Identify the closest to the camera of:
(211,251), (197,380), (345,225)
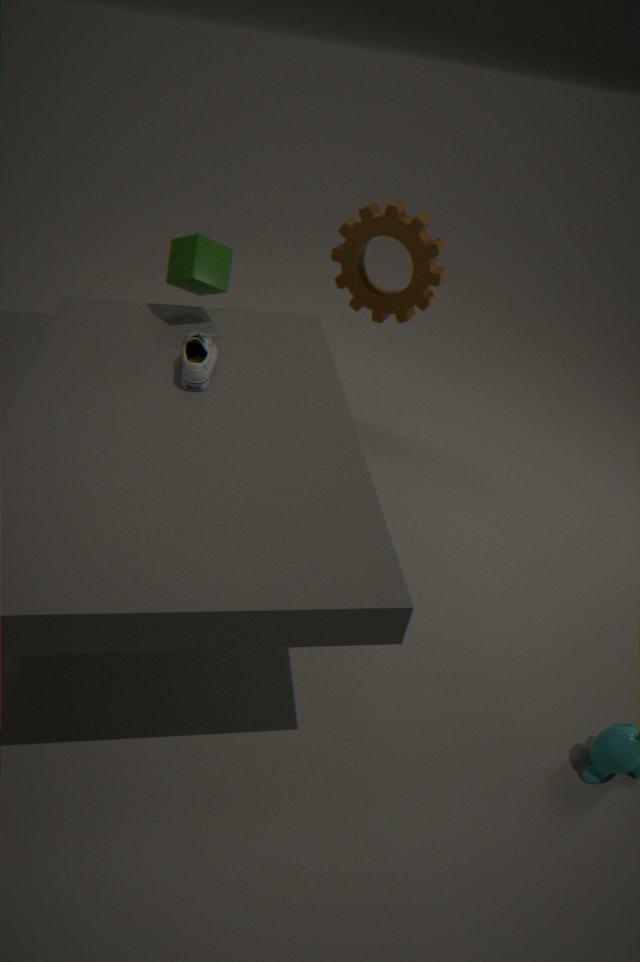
(197,380)
